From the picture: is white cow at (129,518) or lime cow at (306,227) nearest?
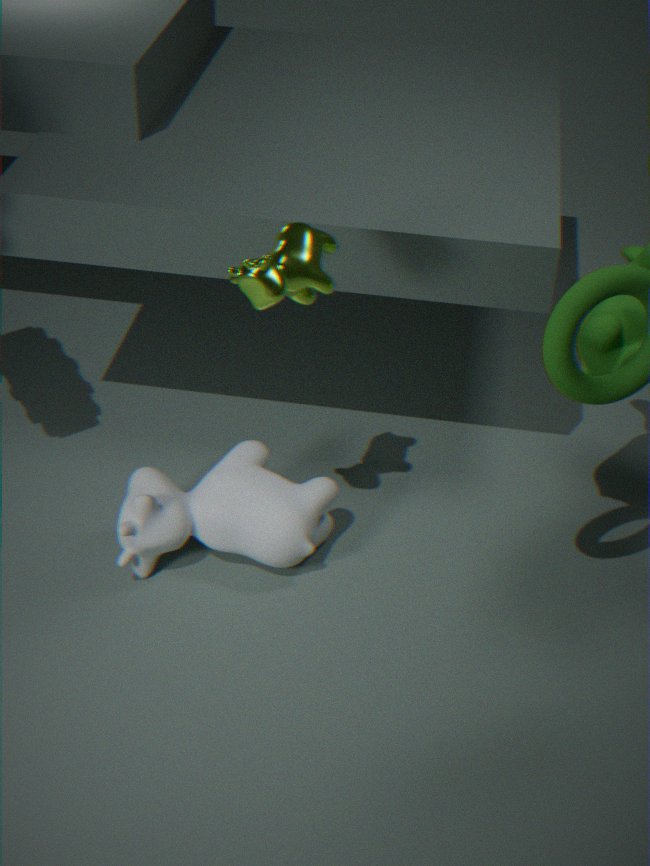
lime cow at (306,227)
